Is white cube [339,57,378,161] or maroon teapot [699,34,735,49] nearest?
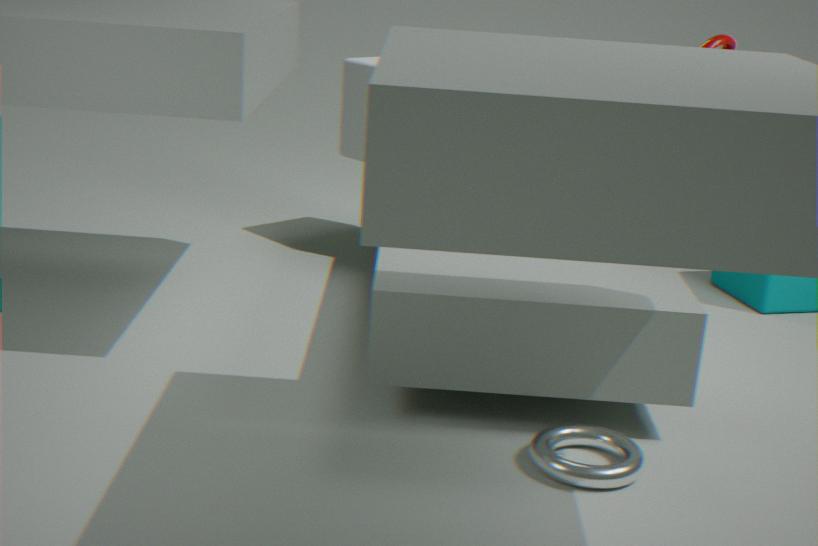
maroon teapot [699,34,735,49]
